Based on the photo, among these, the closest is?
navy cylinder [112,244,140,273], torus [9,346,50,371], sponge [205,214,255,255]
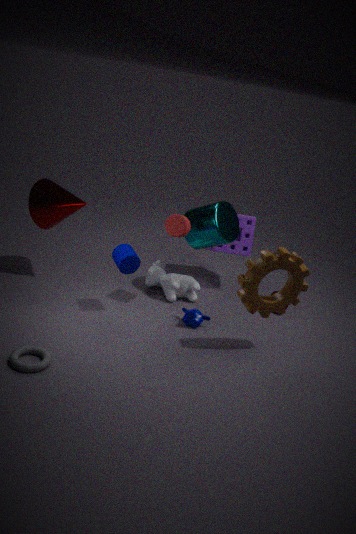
torus [9,346,50,371]
